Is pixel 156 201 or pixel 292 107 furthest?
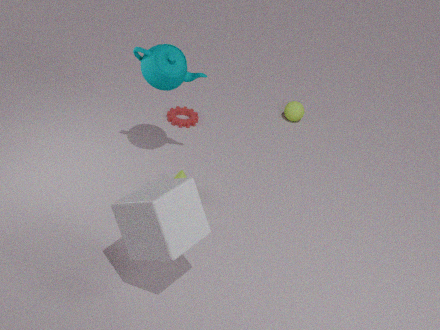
pixel 292 107
